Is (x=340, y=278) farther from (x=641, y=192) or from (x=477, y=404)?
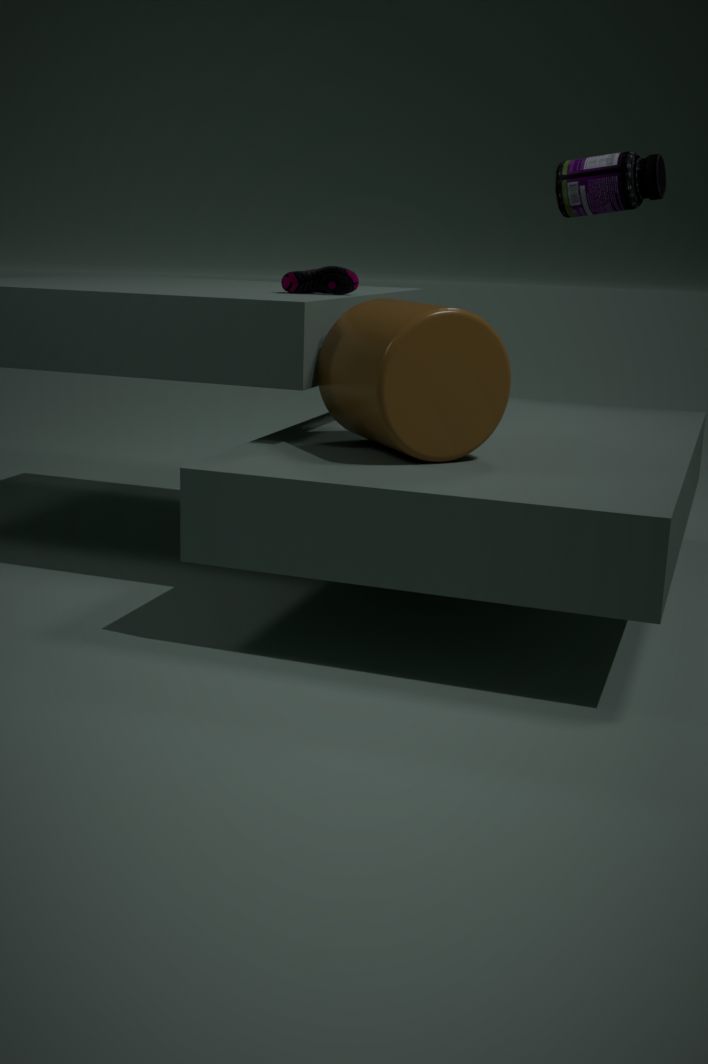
(x=641, y=192)
